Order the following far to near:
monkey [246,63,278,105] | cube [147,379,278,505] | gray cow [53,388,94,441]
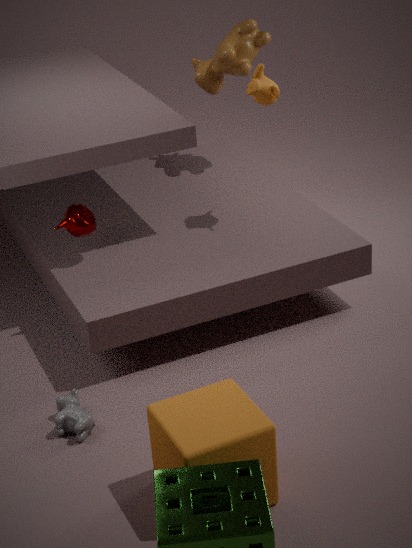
monkey [246,63,278,105]
gray cow [53,388,94,441]
cube [147,379,278,505]
